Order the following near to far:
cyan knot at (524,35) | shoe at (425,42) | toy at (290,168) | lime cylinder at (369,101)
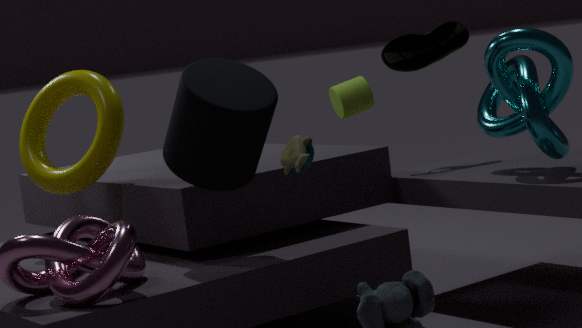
toy at (290,168), cyan knot at (524,35), shoe at (425,42), lime cylinder at (369,101)
